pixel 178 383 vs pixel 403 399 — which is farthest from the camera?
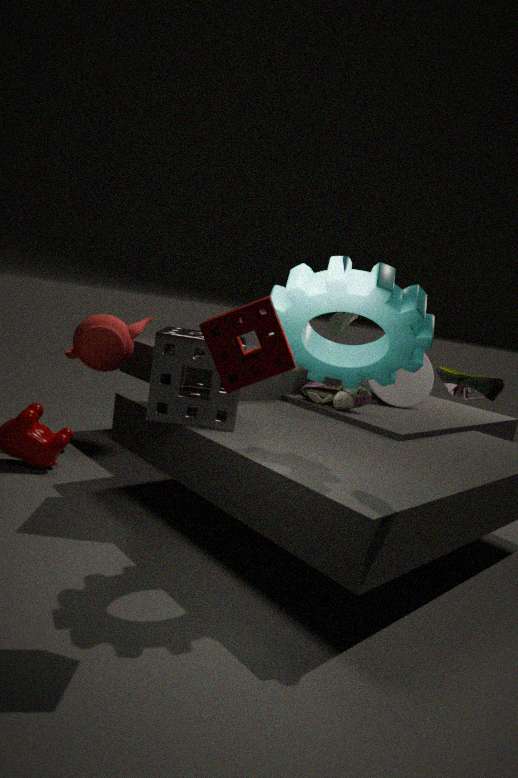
pixel 403 399
